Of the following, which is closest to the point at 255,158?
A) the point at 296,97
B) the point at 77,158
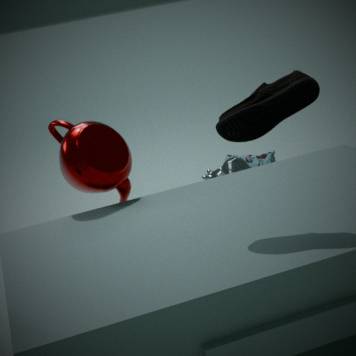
the point at 77,158
